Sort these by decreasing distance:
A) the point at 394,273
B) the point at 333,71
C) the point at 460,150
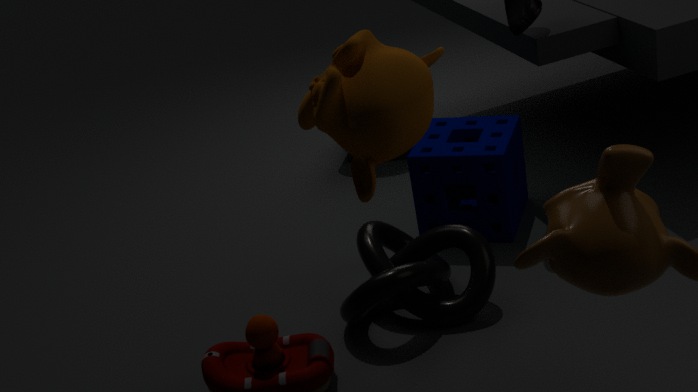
the point at 460,150 → the point at 394,273 → the point at 333,71
